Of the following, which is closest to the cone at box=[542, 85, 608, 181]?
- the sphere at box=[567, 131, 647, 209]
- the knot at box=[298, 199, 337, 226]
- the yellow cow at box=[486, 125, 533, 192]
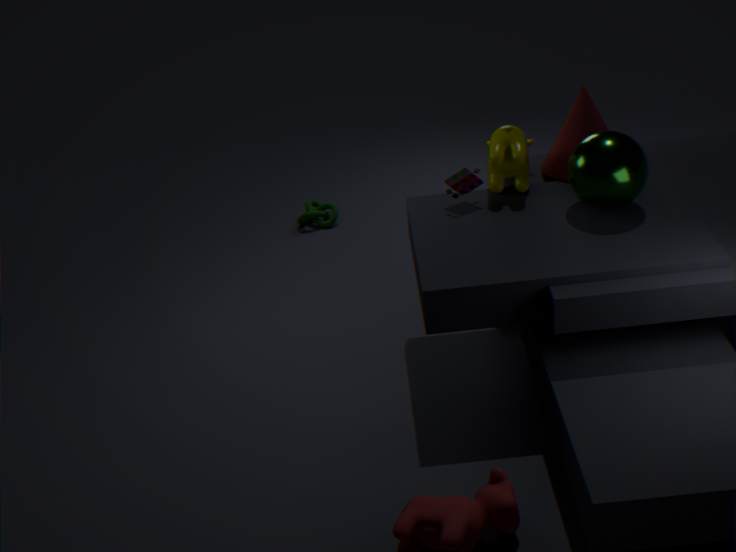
the yellow cow at box=[486, 125, 533, 192]
